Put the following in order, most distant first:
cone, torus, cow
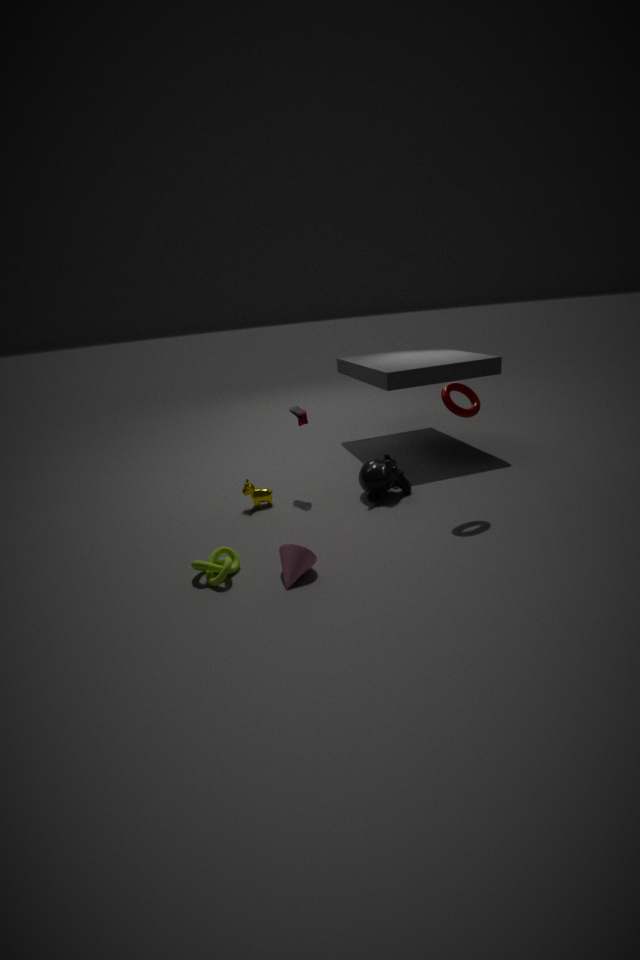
cow, torus, cone
